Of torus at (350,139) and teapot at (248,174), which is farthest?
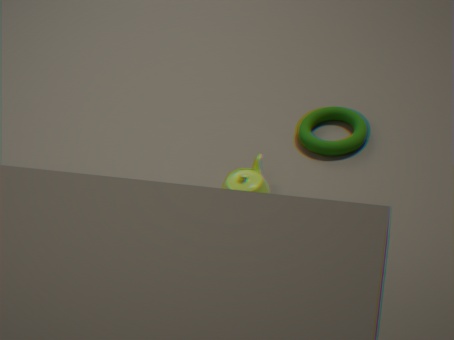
torus at (350,139)
